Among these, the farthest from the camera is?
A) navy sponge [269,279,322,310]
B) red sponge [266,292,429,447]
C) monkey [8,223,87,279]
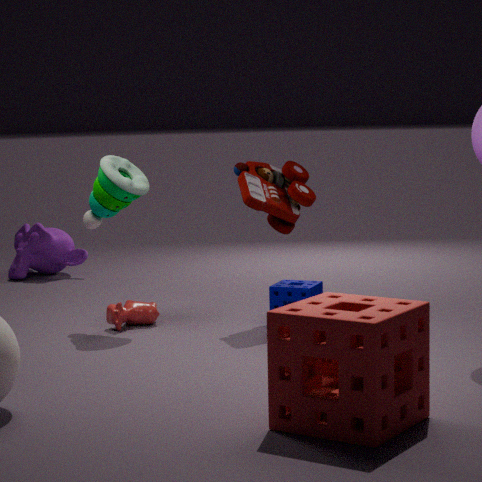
monkey [8,223,87,279]
